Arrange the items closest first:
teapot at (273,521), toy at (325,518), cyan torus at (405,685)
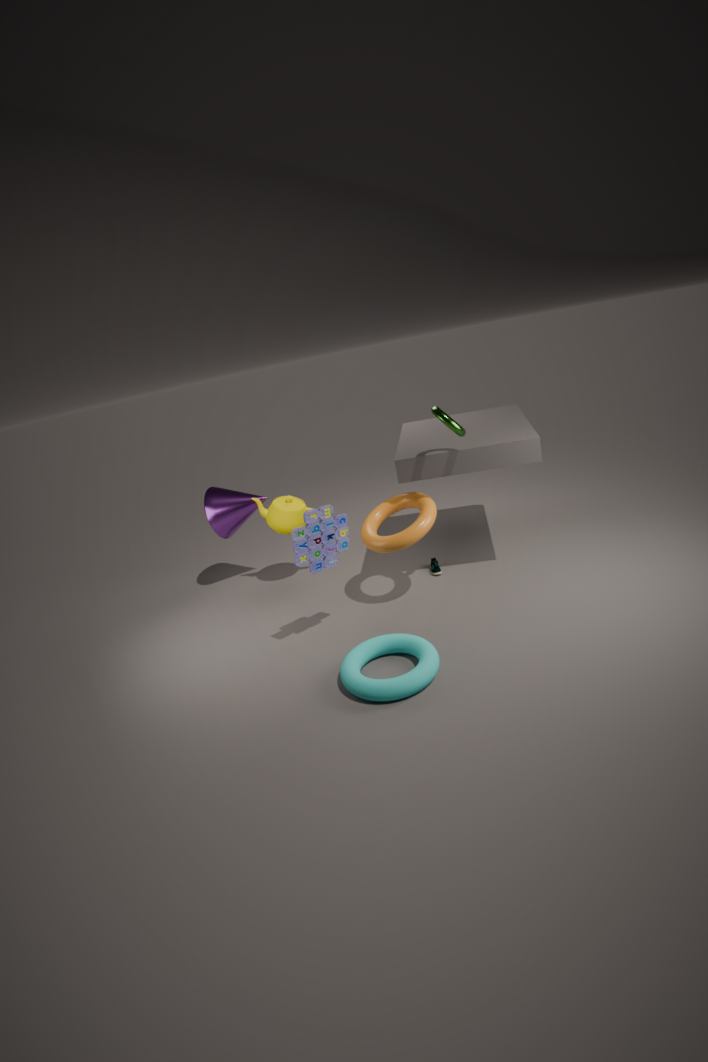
cyan torus at (405,685) → toy at (325,518) → teapot at (273,521)
